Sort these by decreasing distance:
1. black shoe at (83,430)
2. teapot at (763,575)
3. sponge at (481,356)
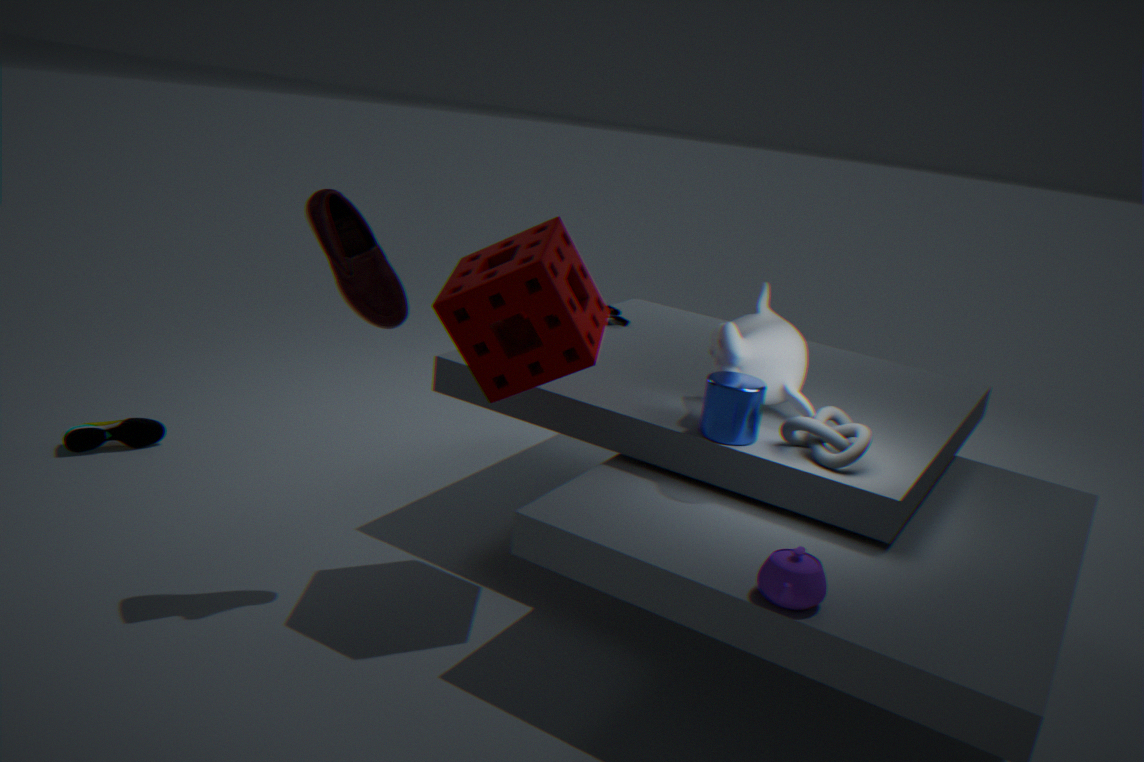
black shoe at (83,430) → sponge at (481,356) → teapot at (763,575)
